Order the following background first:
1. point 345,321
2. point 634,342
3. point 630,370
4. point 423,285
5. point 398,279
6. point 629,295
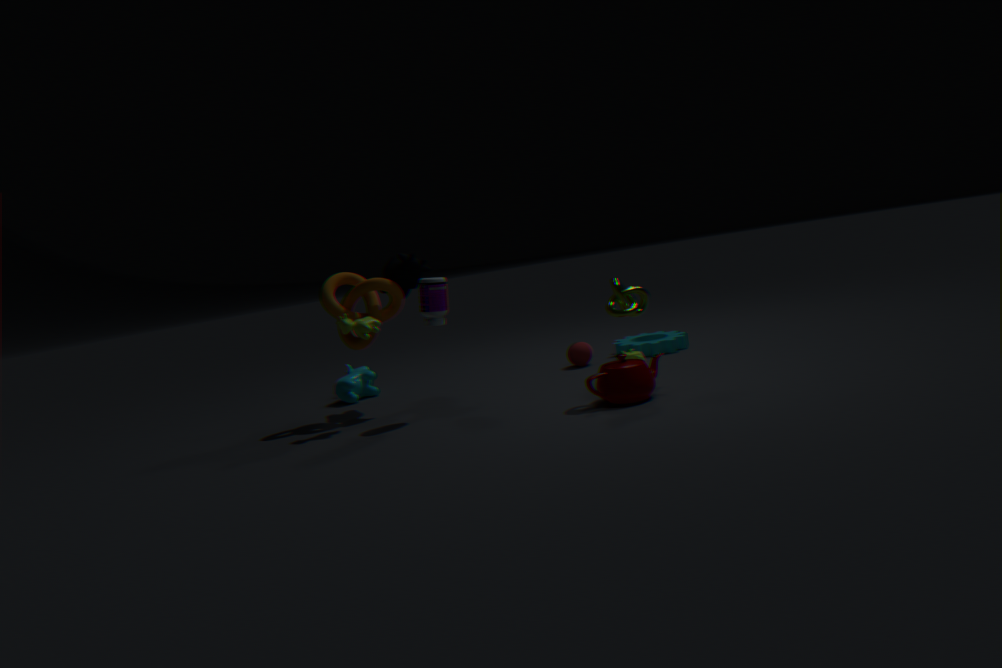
point 634,342 < point 398,279 < point 345,321 < point 423,285 < point 629,295 < point 630,370
